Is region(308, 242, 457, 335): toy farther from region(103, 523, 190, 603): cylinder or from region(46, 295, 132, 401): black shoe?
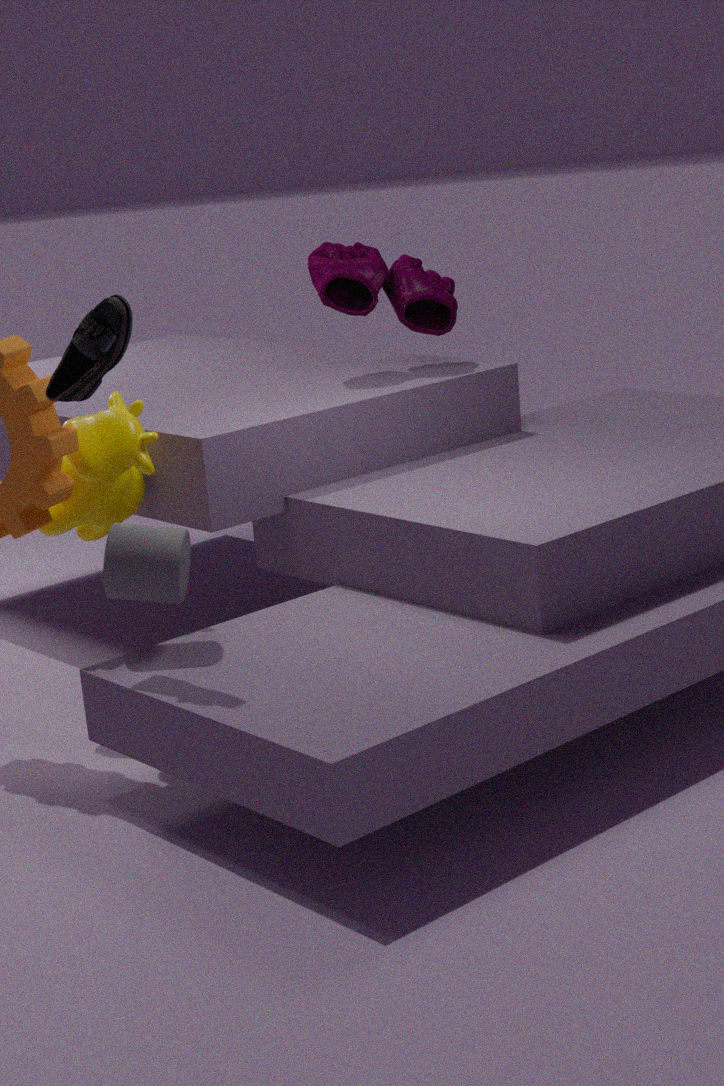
region(46, 295, 132, 401): black shoe
